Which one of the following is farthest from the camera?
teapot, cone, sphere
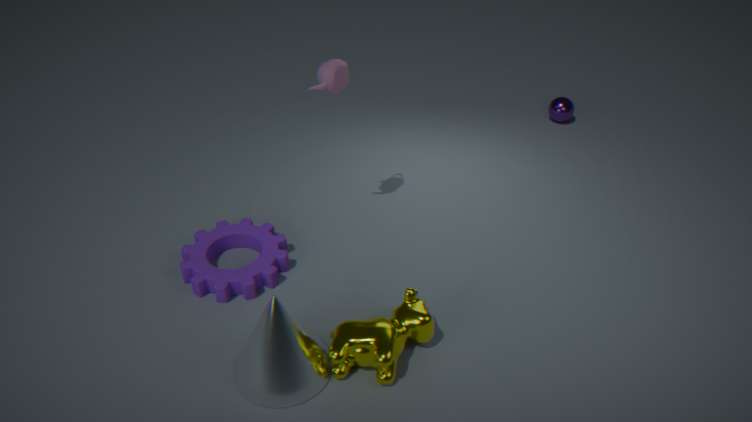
sphere
